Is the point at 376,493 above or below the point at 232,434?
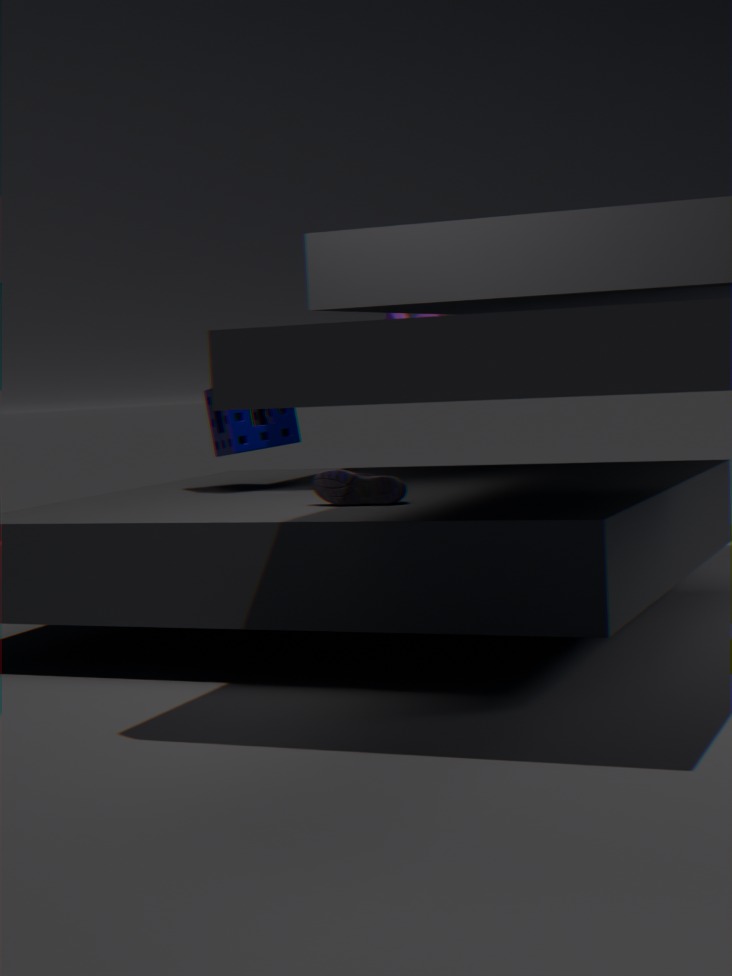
below
